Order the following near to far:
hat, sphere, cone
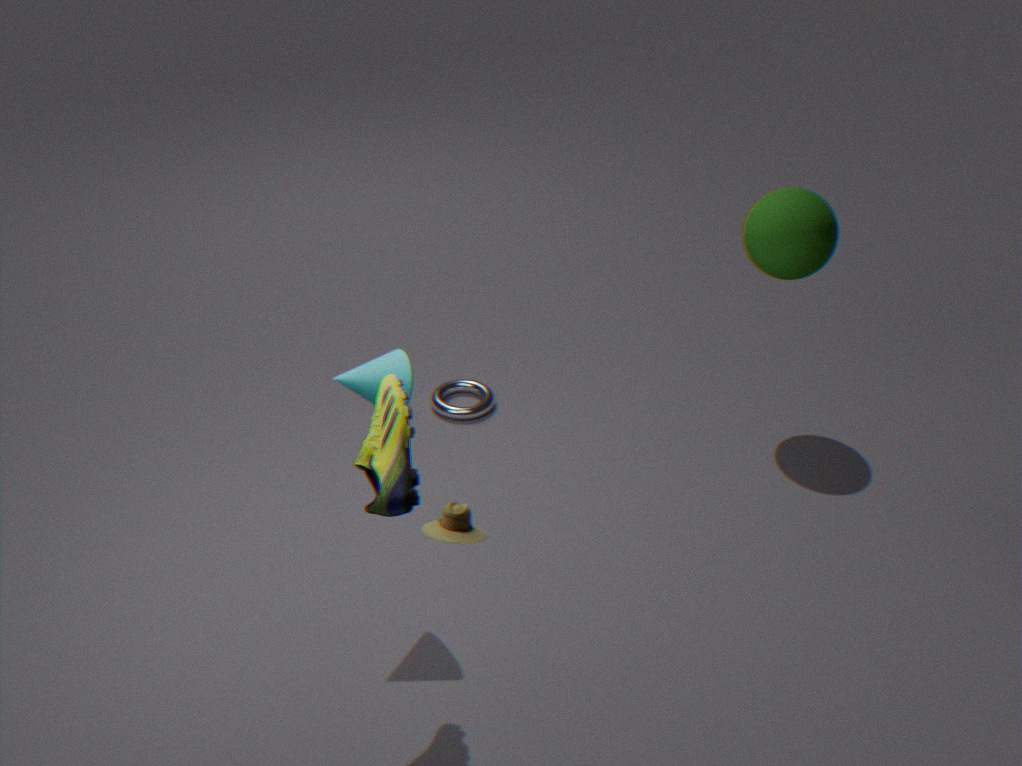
hat, cone, sphere
